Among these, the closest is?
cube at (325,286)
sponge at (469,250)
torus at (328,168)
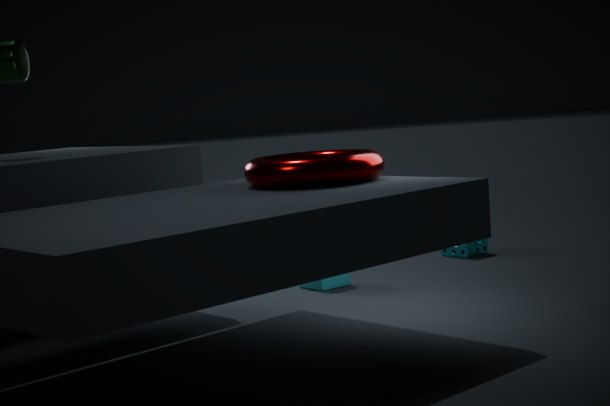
torus at (328,168)
